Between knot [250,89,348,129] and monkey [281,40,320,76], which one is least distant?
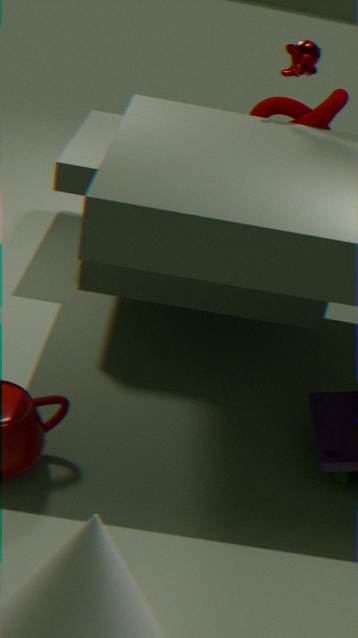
monkey [281,40,320,76]
